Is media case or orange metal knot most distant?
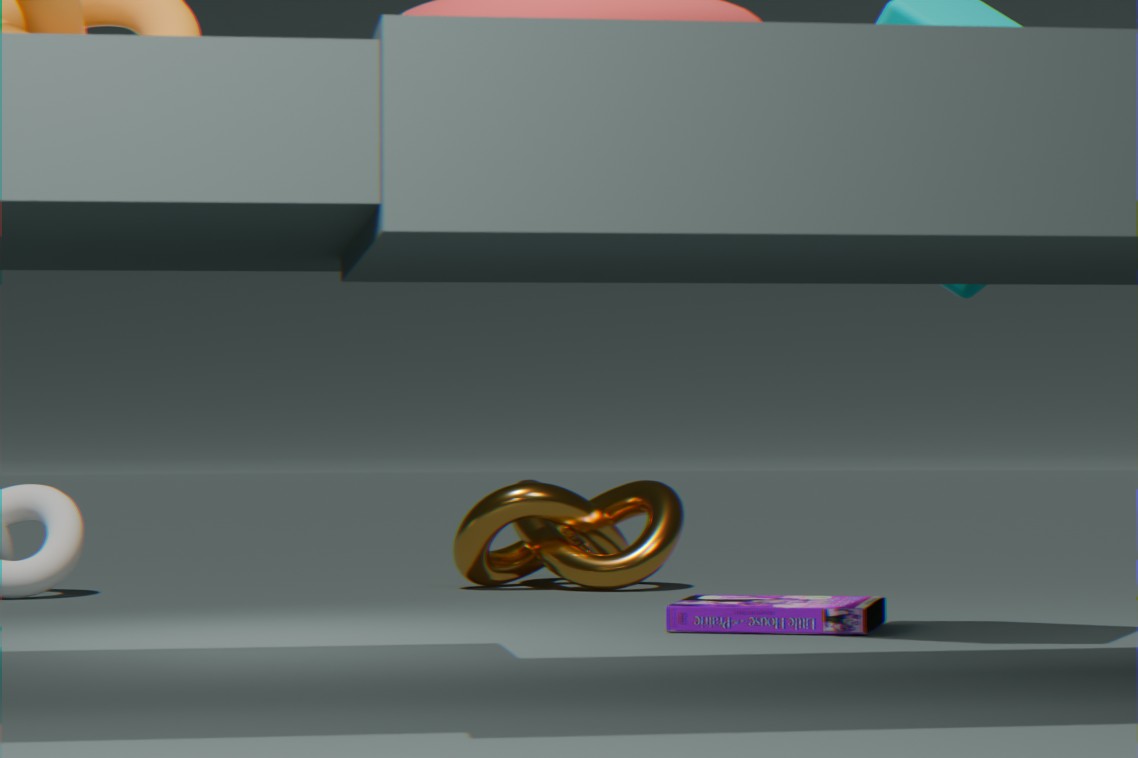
orange metal knot
